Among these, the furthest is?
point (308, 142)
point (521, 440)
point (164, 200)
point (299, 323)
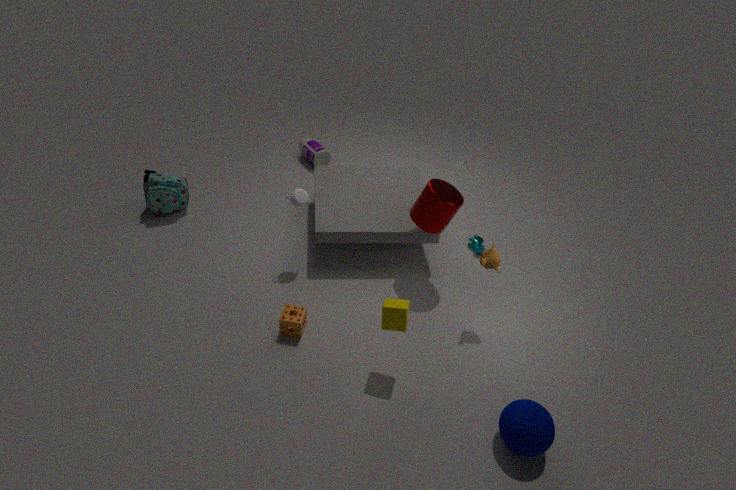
point (308, 142)
